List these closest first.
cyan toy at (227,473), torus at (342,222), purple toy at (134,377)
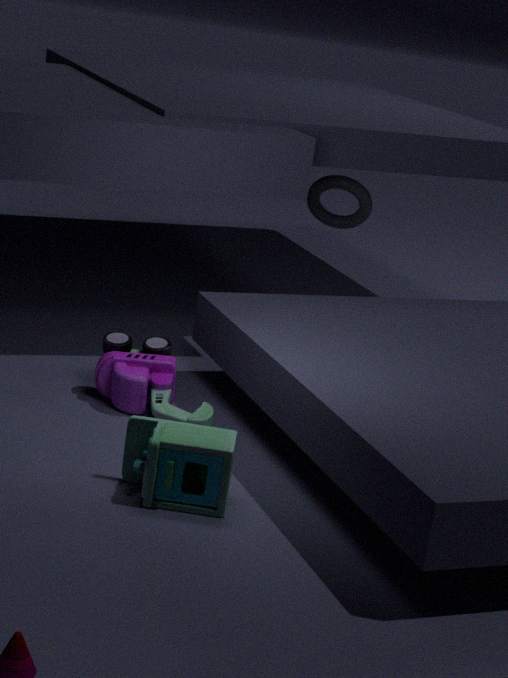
cyan toy at (227,473) < purple toy at (134,377) < torus at (342,222)
